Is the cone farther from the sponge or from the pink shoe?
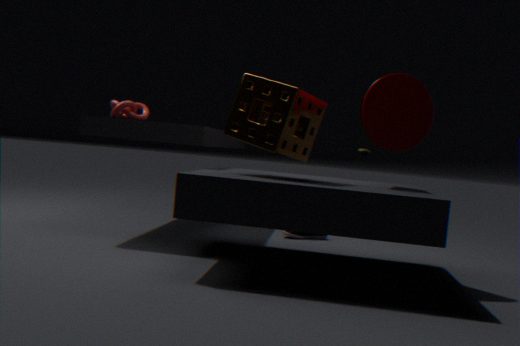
the pink shoe
